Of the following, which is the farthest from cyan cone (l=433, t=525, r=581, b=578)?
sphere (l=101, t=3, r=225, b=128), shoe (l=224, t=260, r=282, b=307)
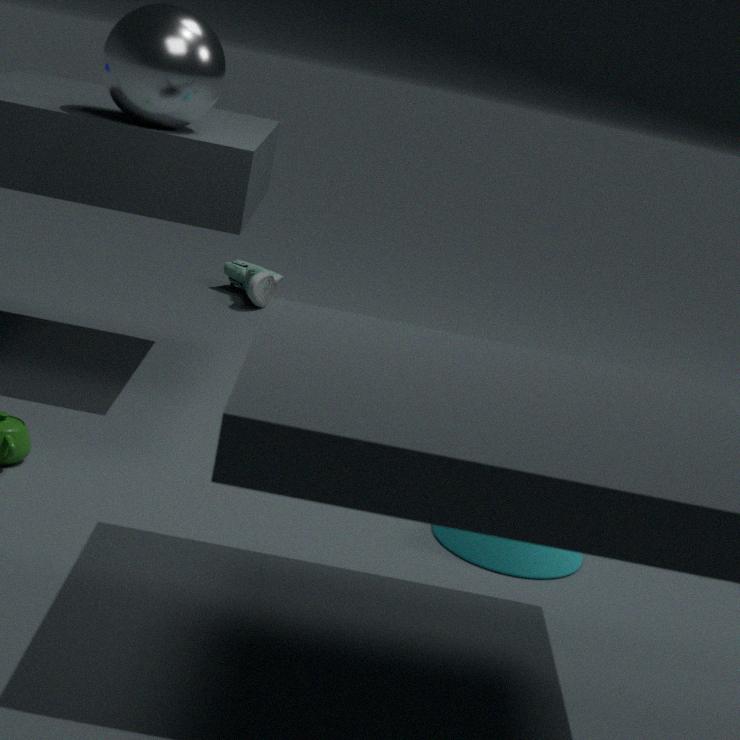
shoe (l=224, t=260, r=282, b=307)
